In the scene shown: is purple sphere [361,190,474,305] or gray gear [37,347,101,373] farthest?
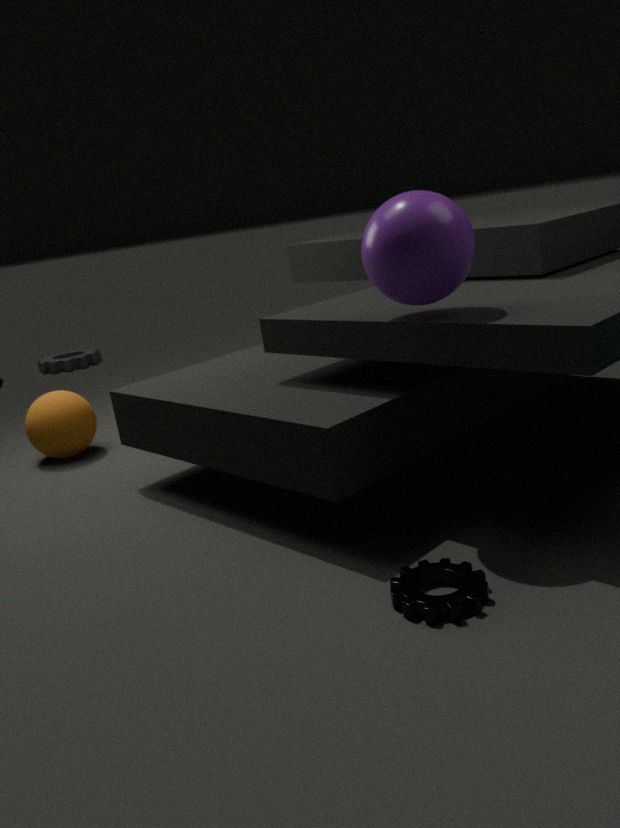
gray gear [37,347,101,373]
